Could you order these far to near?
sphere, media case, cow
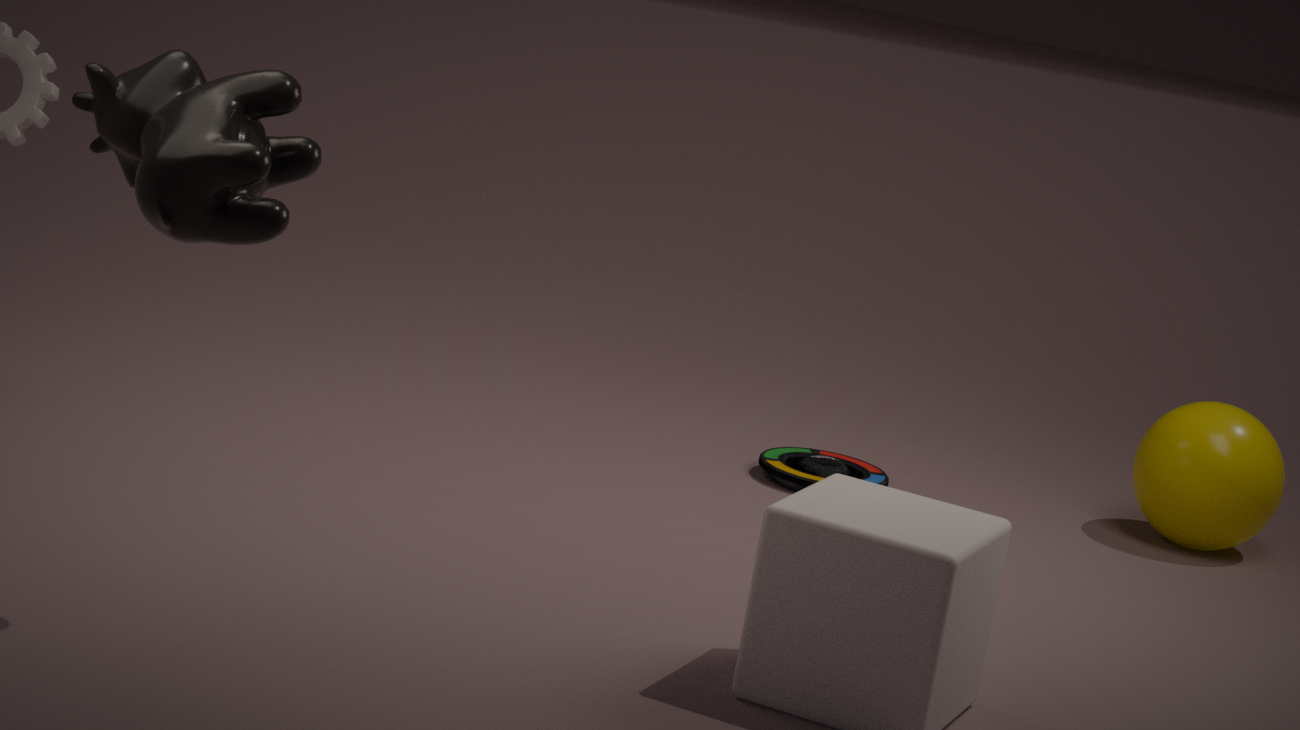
media case
sphere
cow
